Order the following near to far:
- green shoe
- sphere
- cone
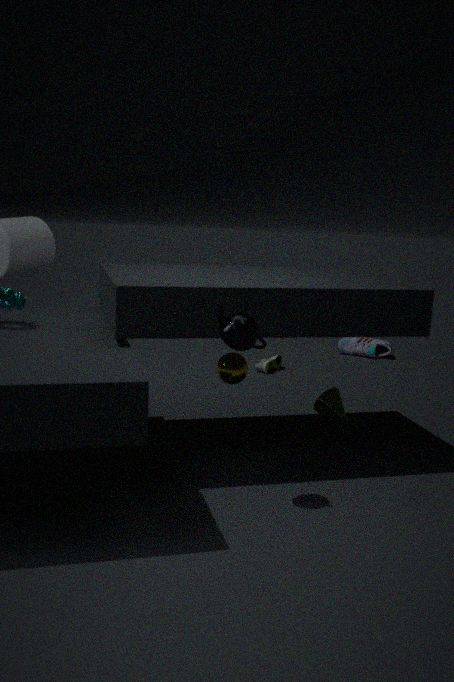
1. sphere
2. cone
3. green shoe
